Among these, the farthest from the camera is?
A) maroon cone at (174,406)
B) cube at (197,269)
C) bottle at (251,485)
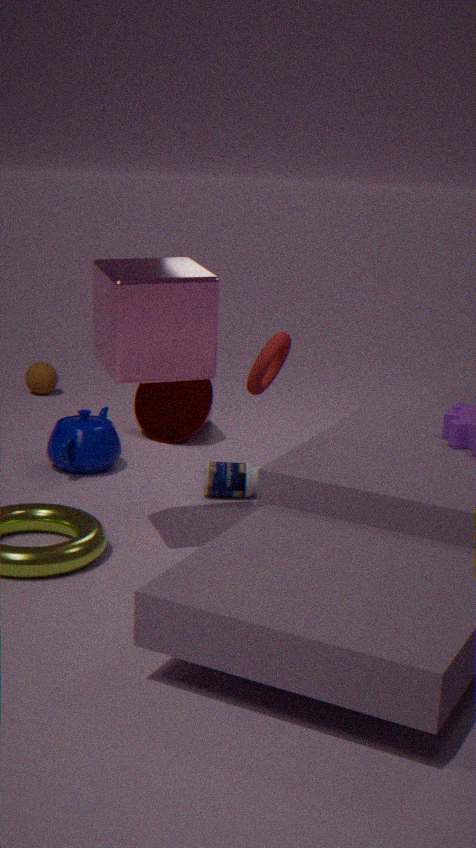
maroon cone at (174,406)
